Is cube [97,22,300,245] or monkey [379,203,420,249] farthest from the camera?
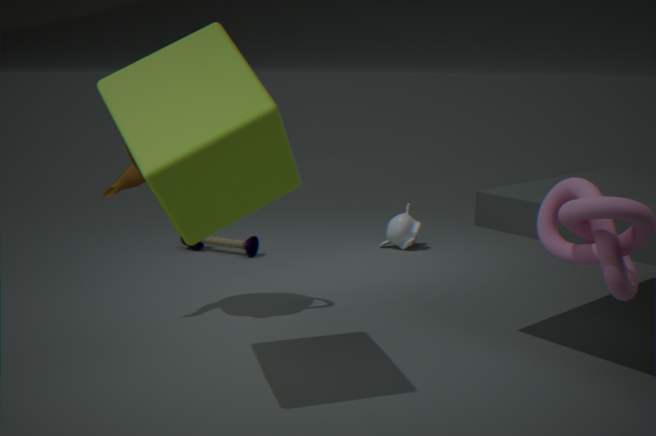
monkey [379,203,420,249]
